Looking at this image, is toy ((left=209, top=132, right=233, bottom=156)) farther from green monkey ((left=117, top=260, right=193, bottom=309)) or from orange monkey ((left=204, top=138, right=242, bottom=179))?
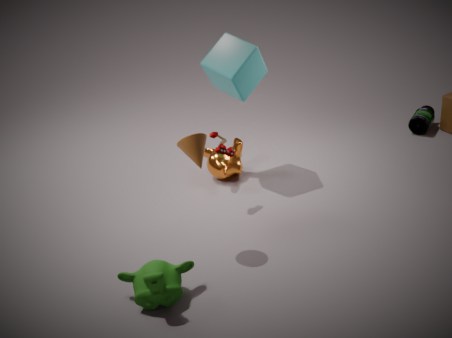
green monkey ((left=117, top=260, right=193, bottom=309))
